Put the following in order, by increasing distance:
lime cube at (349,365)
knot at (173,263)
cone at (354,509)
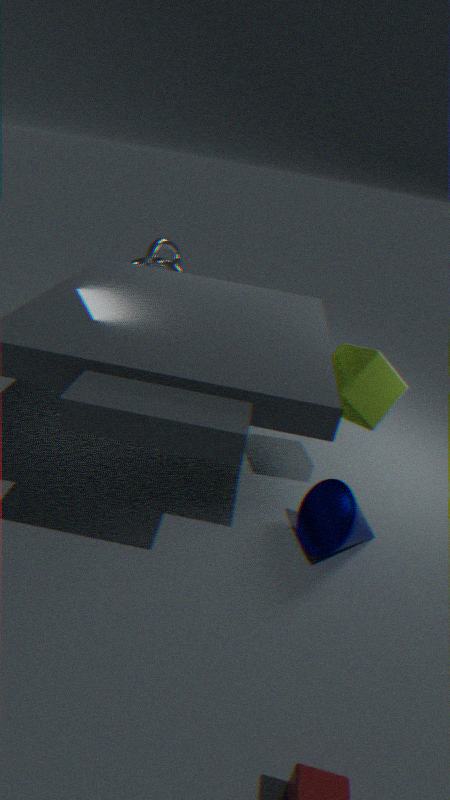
cone at (354,509) < lime cube at (349,365) < knot at (173,263)
